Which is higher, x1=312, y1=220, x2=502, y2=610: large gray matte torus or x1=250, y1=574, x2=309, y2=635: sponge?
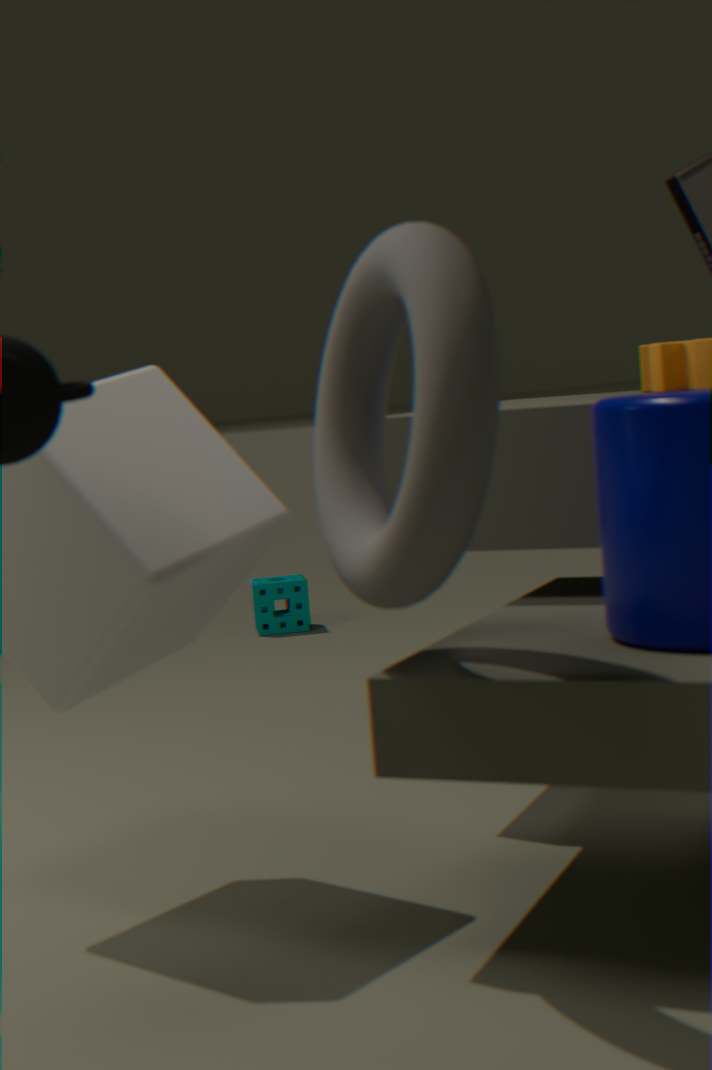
x1=312, y1=220, x2=502, y2=610: large gray matte torus
